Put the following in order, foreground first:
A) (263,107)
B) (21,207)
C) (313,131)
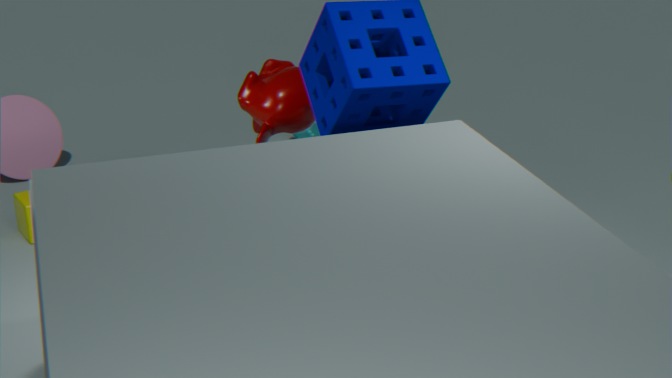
(263,107) < (21,207) < (313,131)
